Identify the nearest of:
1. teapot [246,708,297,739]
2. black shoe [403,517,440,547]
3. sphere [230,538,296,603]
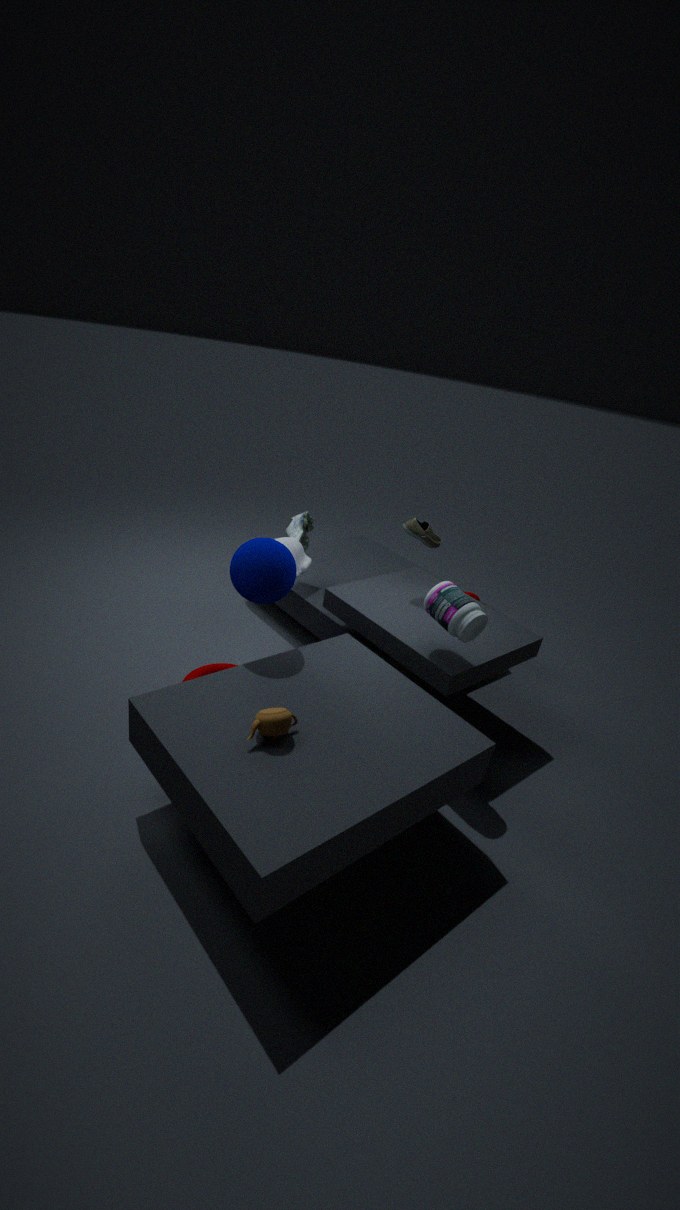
teapot [246,708,297,739]
